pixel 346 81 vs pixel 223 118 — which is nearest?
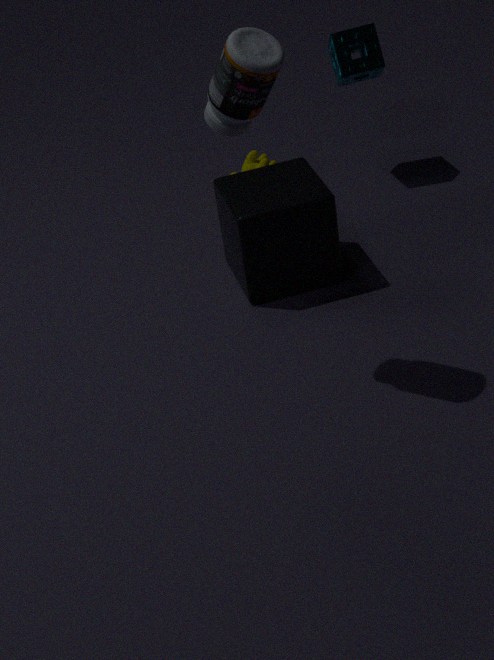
pixel 223 118
